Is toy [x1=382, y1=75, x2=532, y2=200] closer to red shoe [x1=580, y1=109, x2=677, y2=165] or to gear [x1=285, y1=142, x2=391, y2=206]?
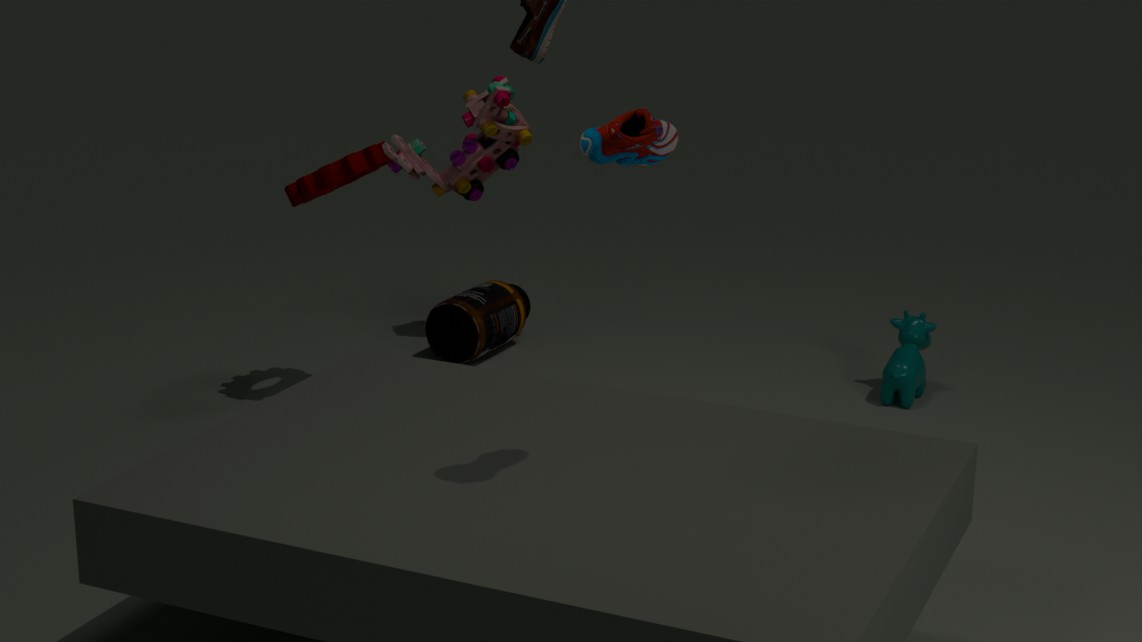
gear [x1=285, y1=142, x2=391, y2=206]
